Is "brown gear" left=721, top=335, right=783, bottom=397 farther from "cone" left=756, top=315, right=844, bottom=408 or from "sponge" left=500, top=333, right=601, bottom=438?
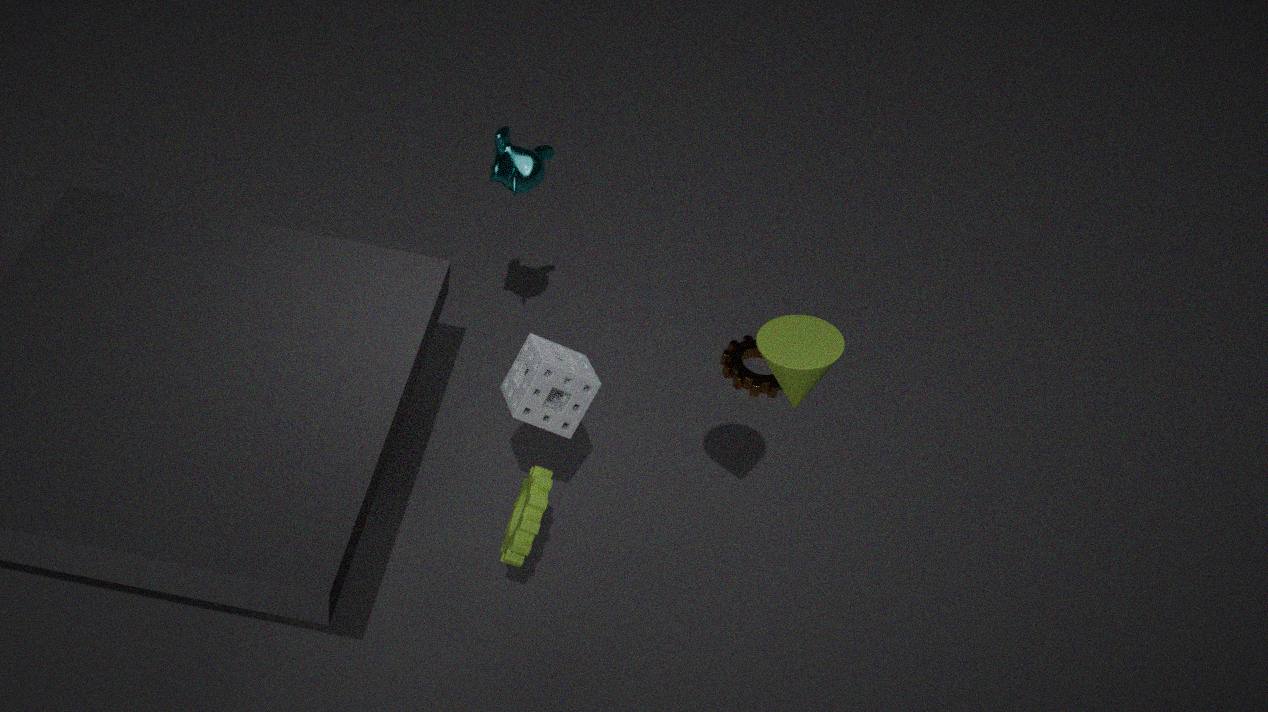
"cone" left=756, top=315, right=844, bottom=408
